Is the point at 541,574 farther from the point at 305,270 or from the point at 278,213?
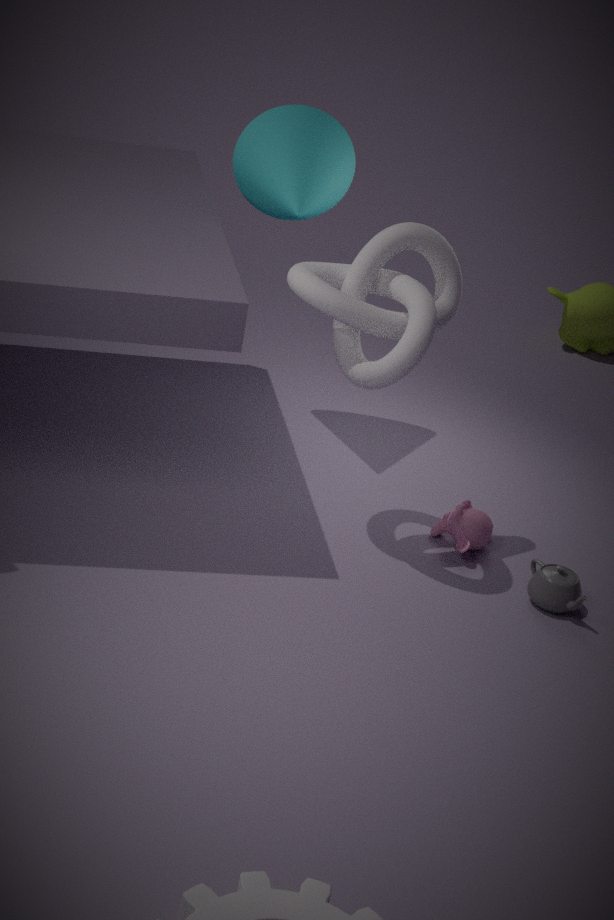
the point at 278,213
